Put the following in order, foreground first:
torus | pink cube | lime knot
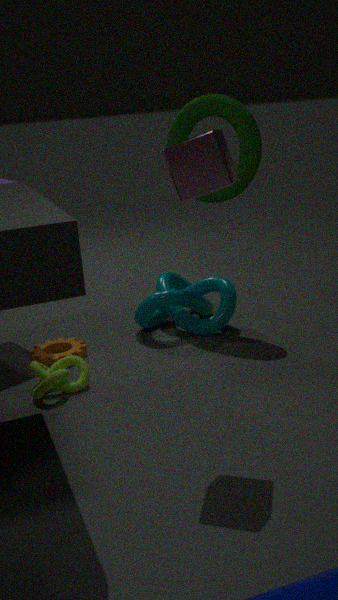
pink cube → lime knot → torus
